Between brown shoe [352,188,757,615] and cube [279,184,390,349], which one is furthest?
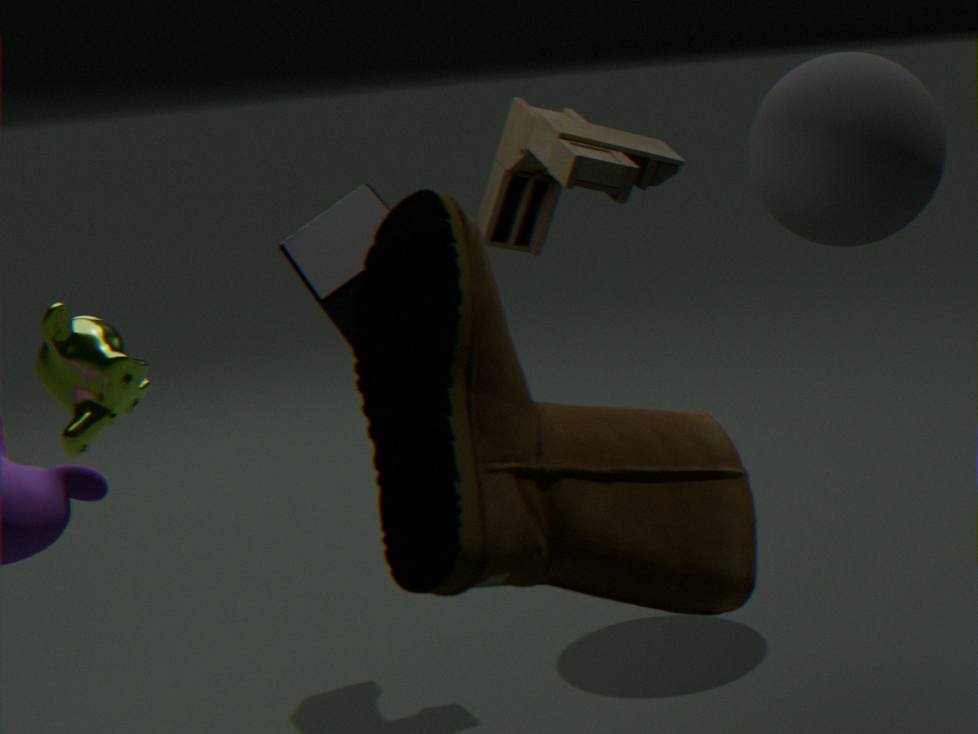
cube [279,184,390,349]
